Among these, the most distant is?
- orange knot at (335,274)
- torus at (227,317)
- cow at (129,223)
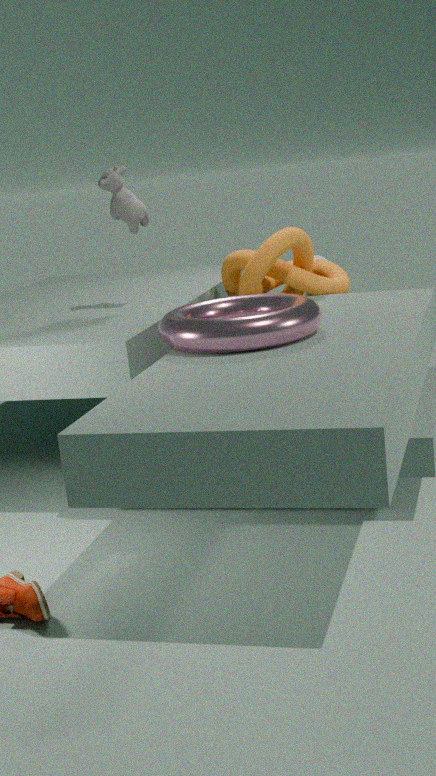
orange knot at (335,274)
